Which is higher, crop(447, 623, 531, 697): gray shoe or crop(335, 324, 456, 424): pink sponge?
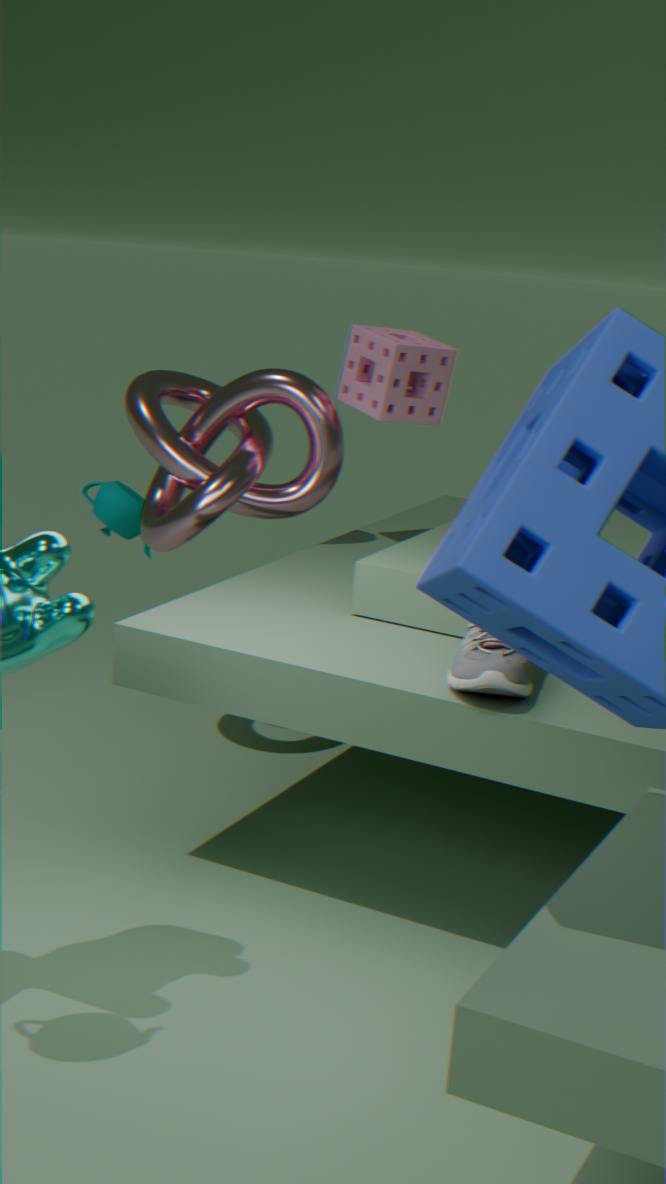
crop(335, 324, 456, 424): pink sponge
